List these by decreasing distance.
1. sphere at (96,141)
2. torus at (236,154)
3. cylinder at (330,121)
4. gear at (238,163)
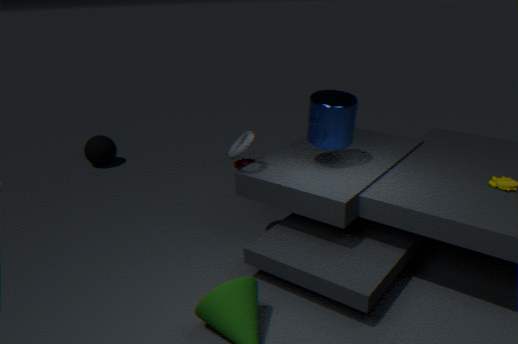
sphere at (96,141)
gear at (238,163)
torus at (236,154)
cylinder at (330,121)
